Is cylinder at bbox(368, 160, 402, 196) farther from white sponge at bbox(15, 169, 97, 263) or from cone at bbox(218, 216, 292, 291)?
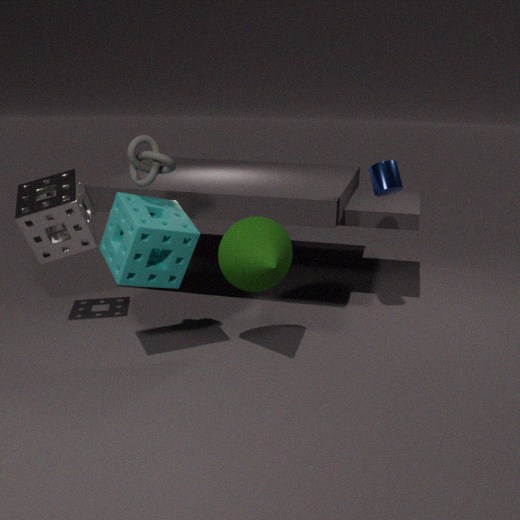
white sponge at bbox(15, 169, 97, 263)
